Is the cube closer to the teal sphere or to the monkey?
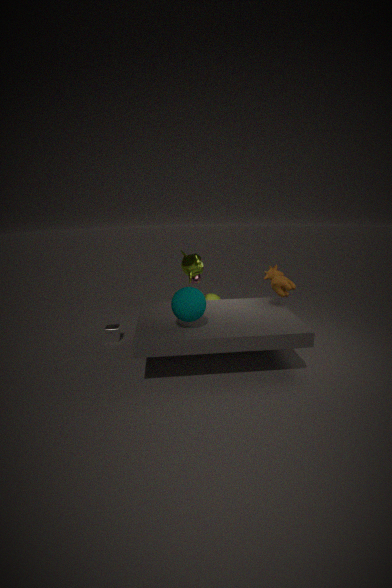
the monkey
